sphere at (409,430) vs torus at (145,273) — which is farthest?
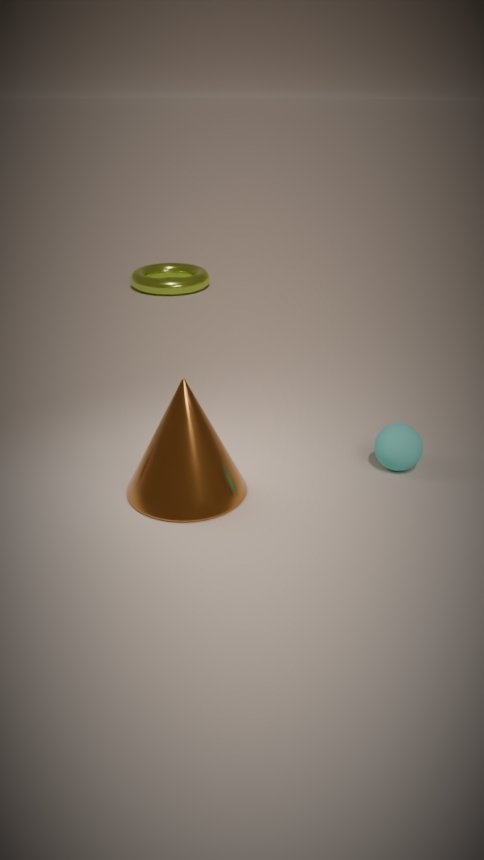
torus at (145,273)
